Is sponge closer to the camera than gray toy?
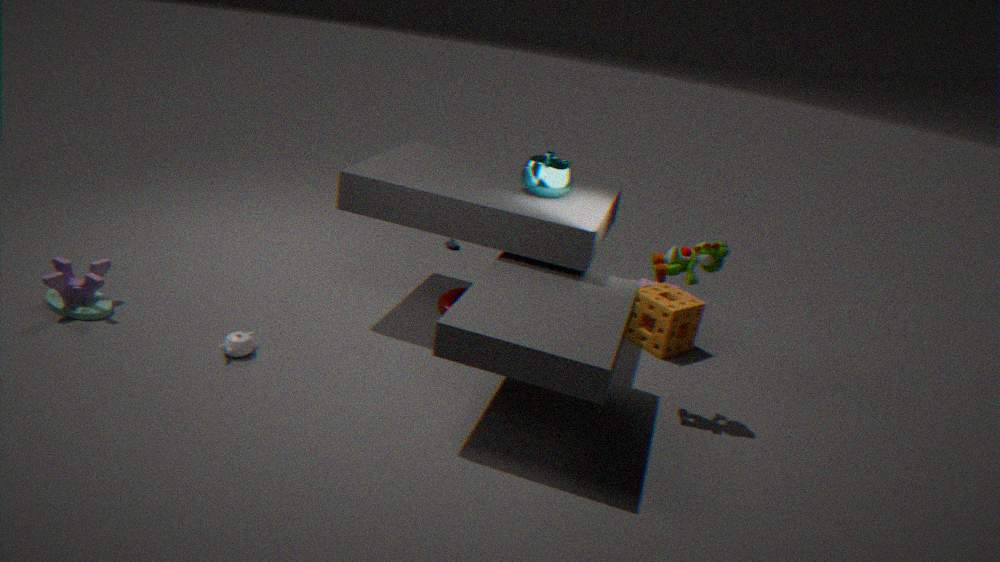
No
